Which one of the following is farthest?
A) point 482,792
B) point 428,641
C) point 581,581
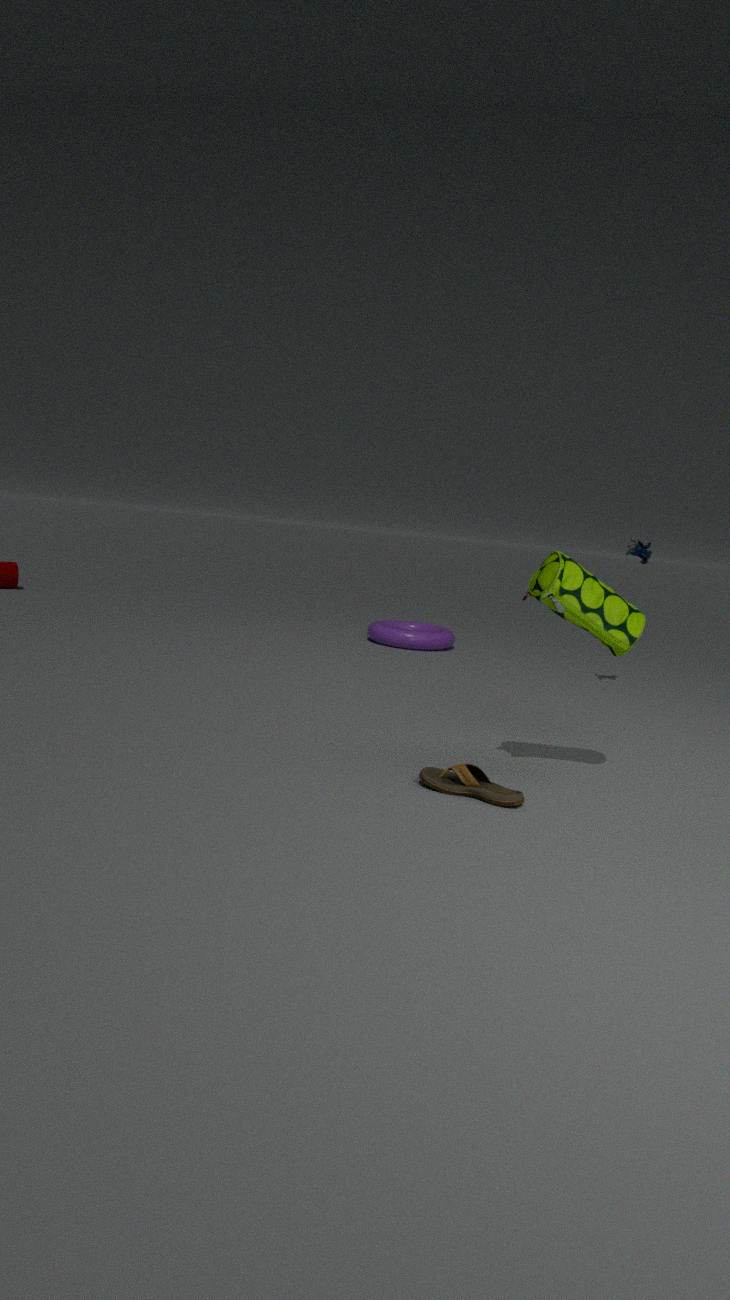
point 428,641
